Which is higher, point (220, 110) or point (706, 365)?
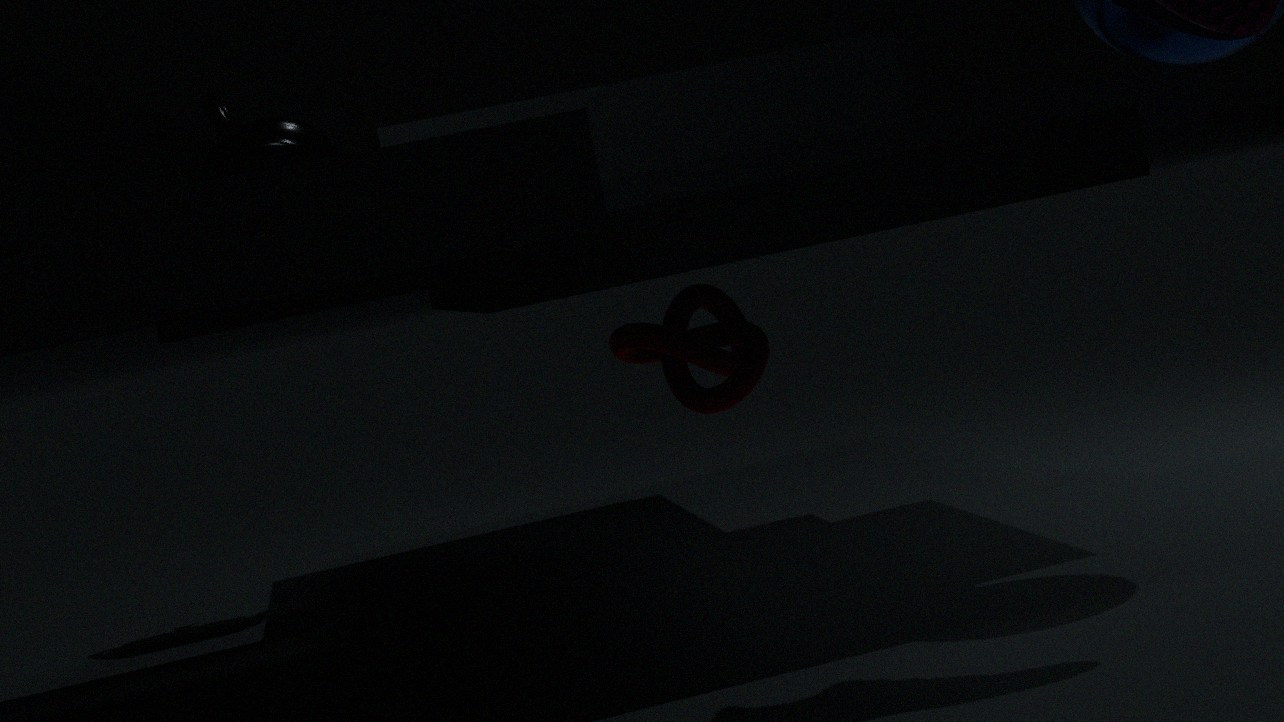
point (220, 110)
